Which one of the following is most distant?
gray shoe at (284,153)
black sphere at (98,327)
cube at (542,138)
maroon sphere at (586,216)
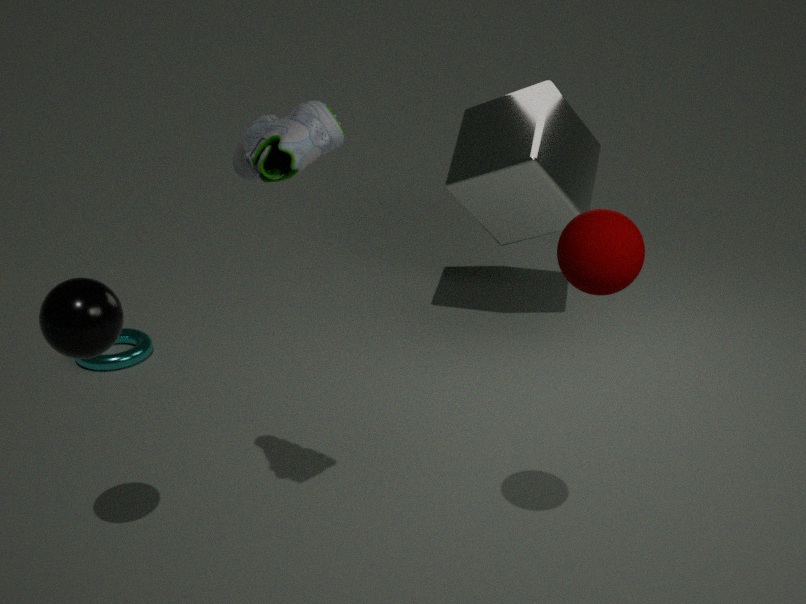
cube at (542,138)
